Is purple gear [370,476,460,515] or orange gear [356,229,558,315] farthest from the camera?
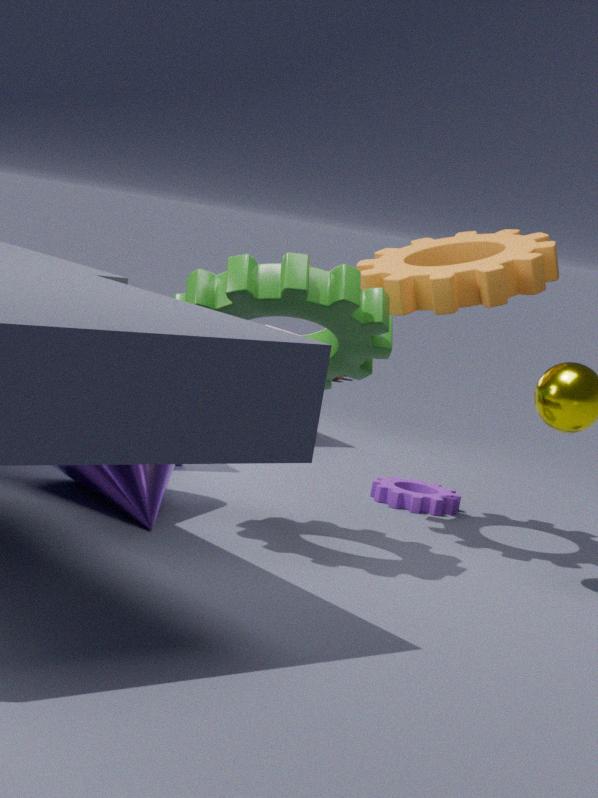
purple gear [370,476,460,515]
